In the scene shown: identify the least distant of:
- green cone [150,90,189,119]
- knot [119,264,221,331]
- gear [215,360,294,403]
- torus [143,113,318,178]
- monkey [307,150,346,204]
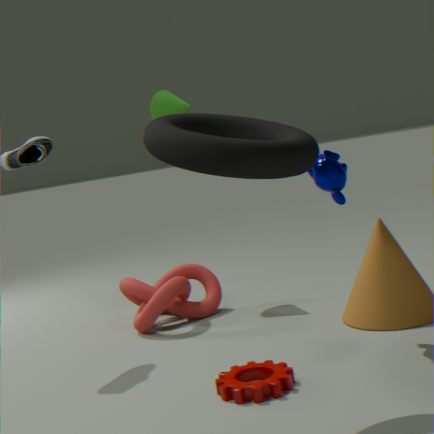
torus [143,113,318,178]
